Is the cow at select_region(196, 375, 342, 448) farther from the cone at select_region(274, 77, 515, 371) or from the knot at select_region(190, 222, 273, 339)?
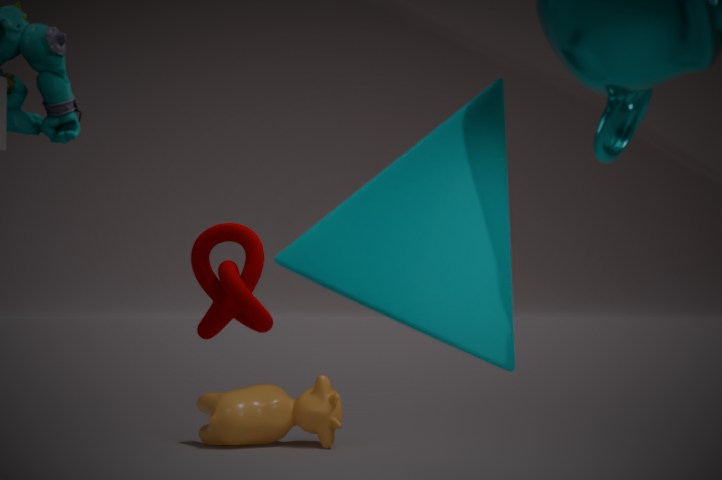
the cone at select_region(274, 77, 515, 371)
